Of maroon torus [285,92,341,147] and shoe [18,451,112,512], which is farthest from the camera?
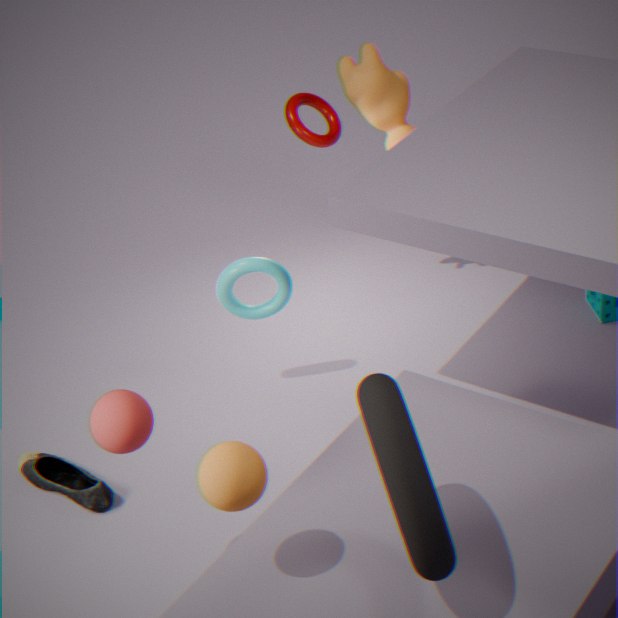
maroon torus [285,92,341,147]
